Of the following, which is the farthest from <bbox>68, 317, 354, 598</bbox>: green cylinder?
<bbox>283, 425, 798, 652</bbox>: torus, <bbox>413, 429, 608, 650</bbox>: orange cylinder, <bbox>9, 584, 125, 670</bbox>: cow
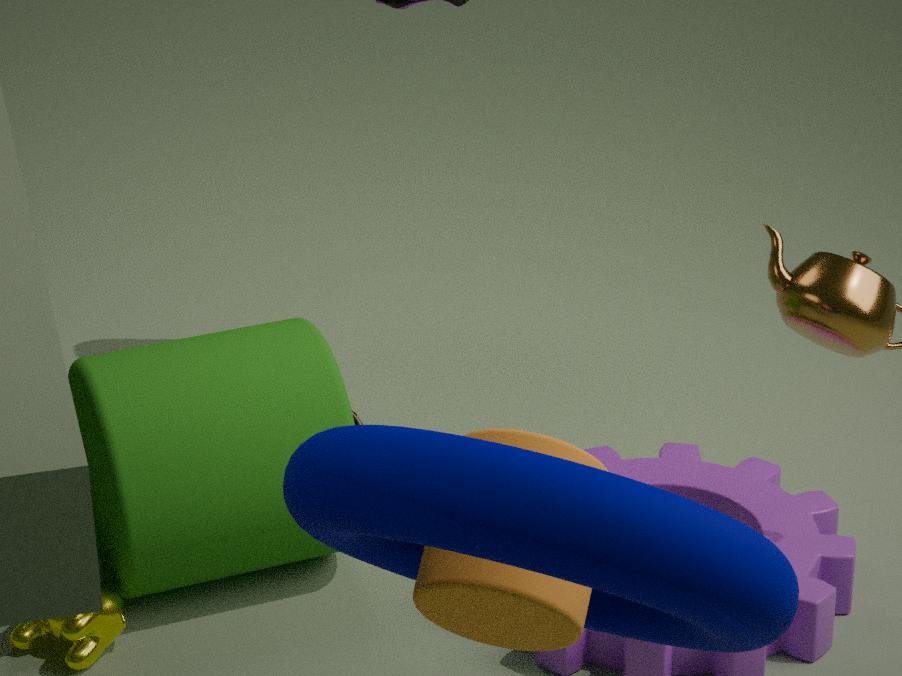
<bbox>413, 429, 608, 650</bbox>: orange cylinder
